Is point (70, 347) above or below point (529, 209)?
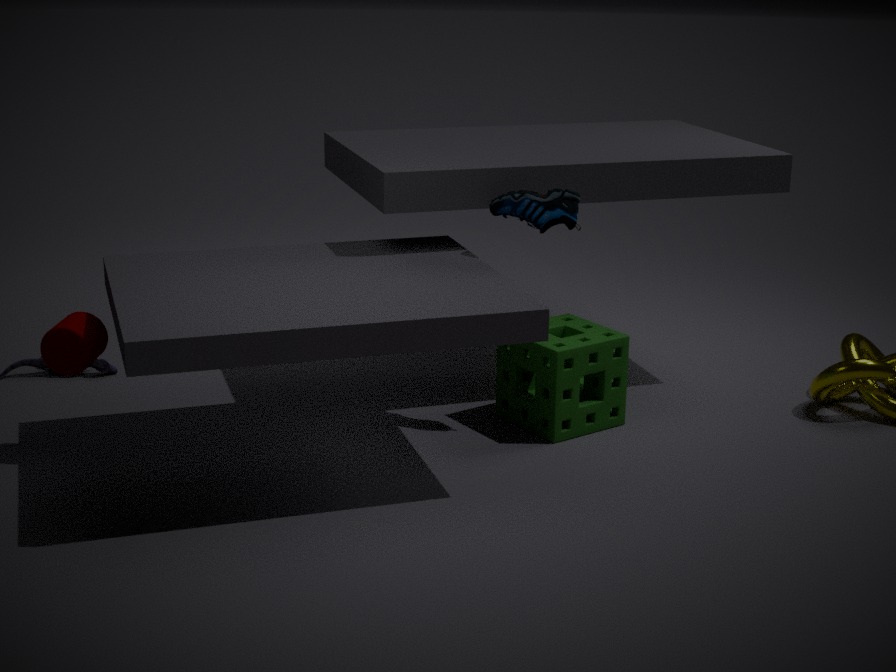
below
